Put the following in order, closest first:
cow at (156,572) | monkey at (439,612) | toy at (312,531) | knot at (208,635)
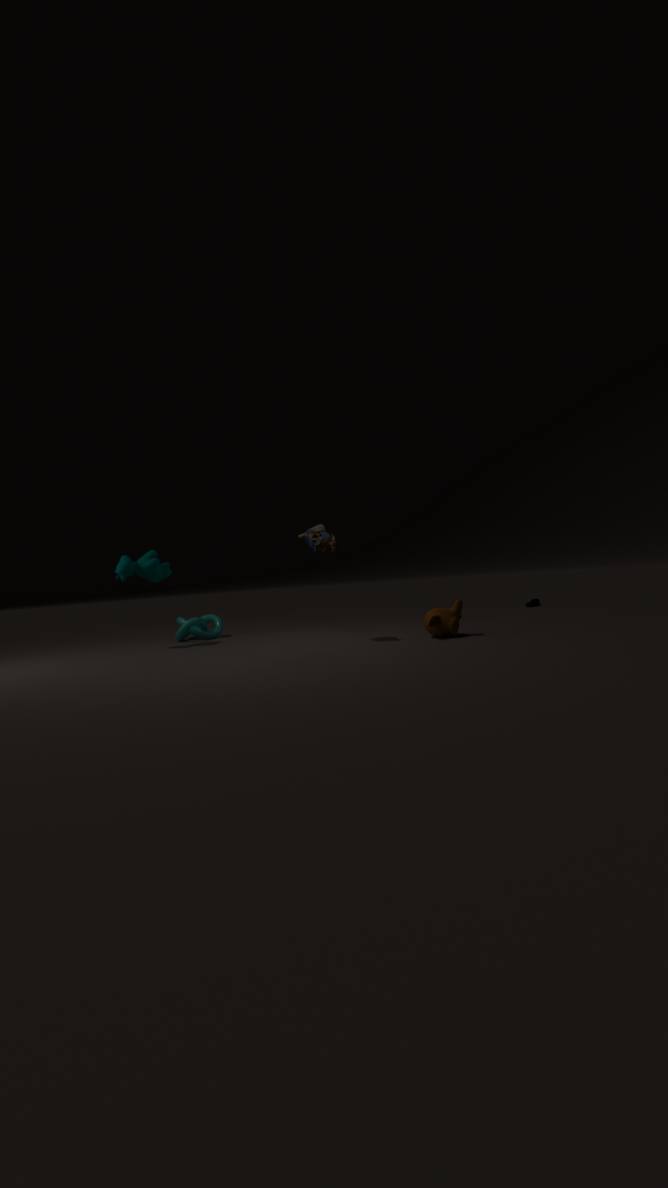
monkey at (439,612) < toy at (312,531) < cow at (156,572) < knot at (208,635)
